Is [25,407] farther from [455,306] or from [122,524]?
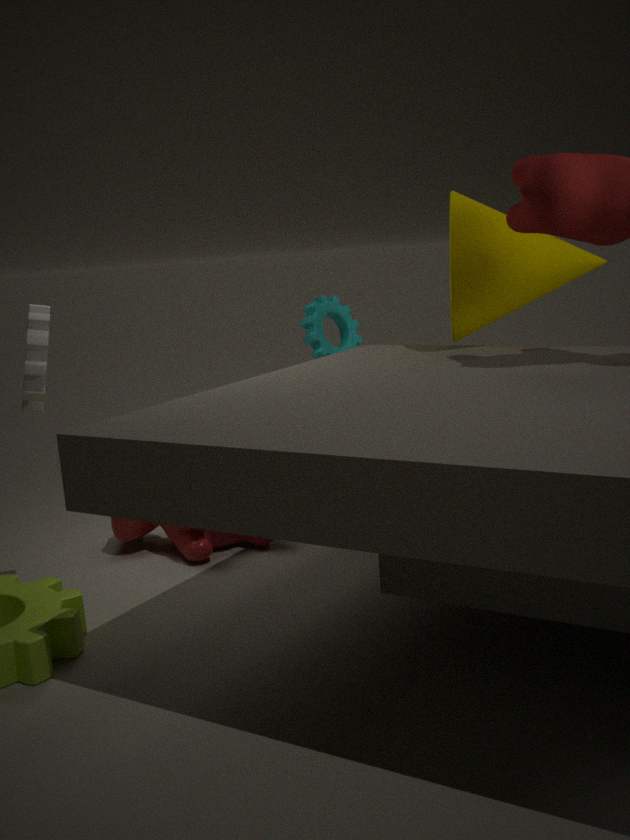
[455,306]
